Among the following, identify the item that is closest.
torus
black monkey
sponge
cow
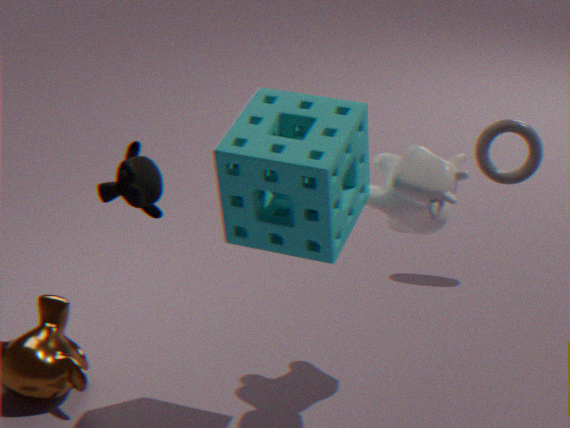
sponge
